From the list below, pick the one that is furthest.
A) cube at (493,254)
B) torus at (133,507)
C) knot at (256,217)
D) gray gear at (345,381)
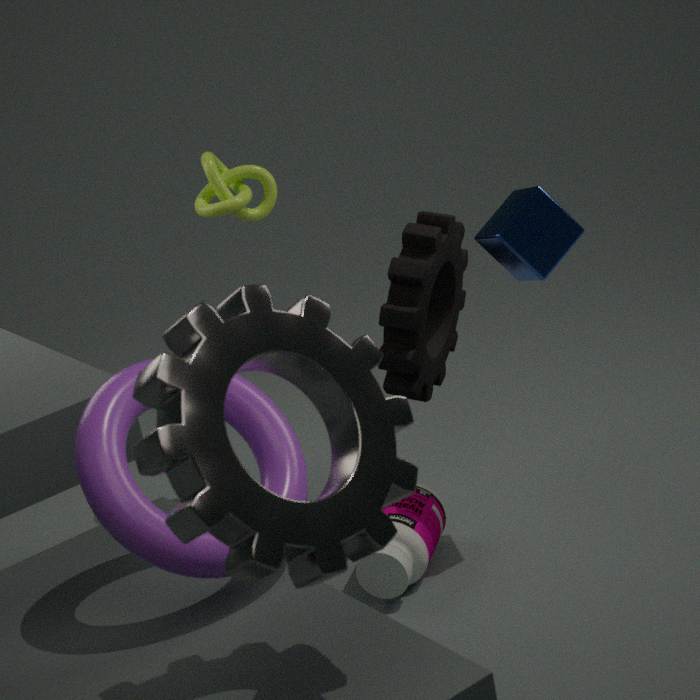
knot at (256,217)
